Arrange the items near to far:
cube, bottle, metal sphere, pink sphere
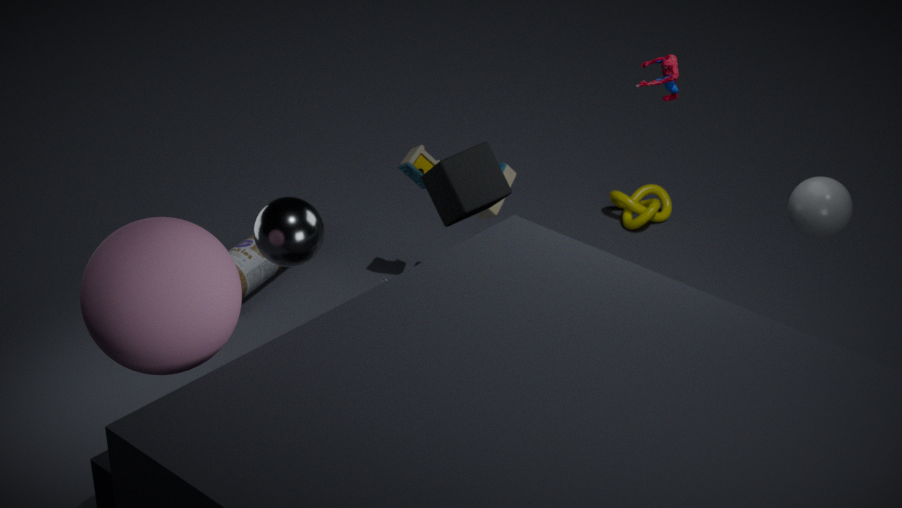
pink sphere → metal sphere → cube → bottle
